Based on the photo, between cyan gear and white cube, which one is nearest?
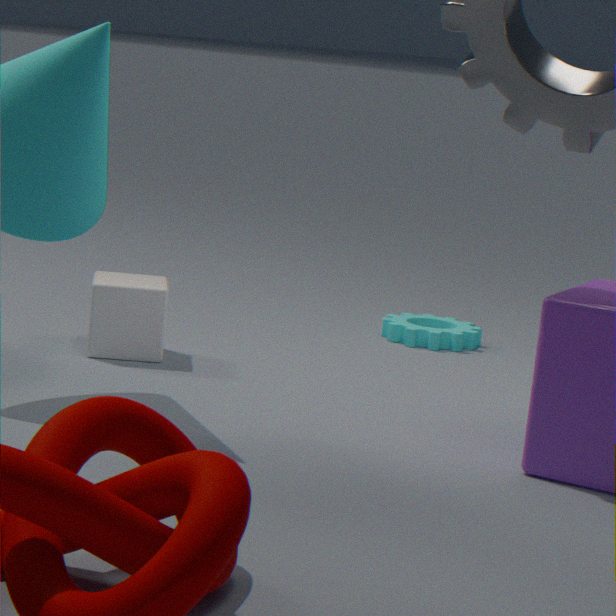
white cube
